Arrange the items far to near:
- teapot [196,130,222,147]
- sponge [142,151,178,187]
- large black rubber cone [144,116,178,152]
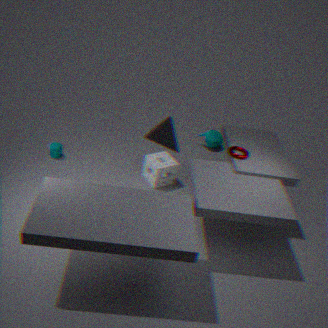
1. teapot [196,130,222,147]
2. sponge [142,151,178,187]
3. large black rubber cone [144,116,178,152]
